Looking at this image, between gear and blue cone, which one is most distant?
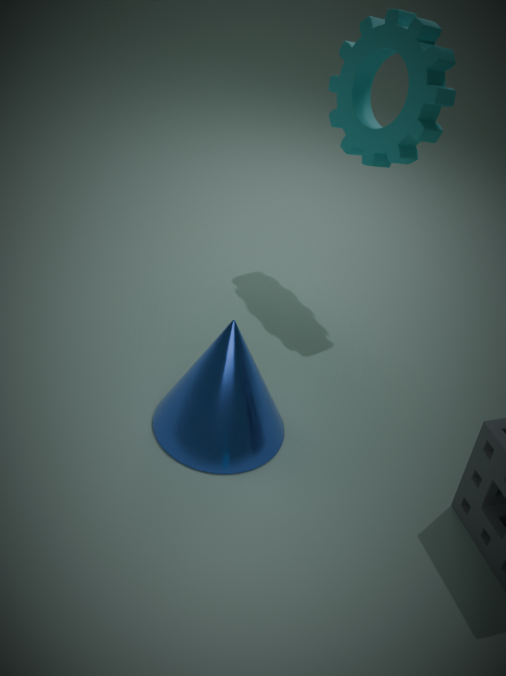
gear
